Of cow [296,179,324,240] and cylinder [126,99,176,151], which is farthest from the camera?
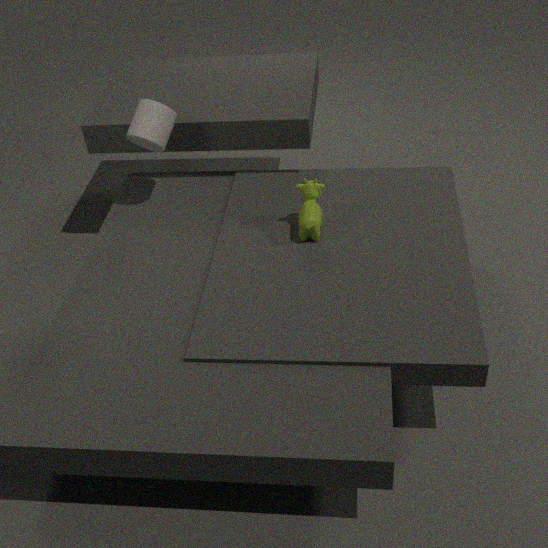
cylinder [126,99,176,151]
